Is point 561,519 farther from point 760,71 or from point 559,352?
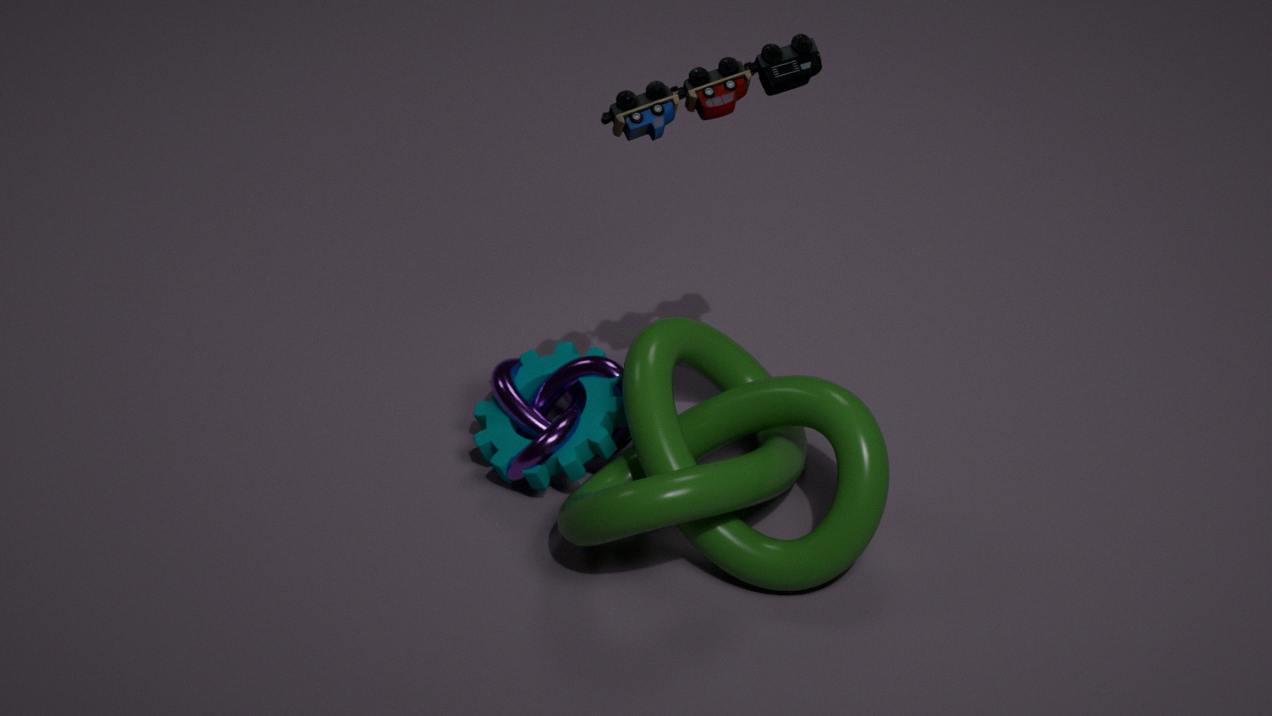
point 760,71
